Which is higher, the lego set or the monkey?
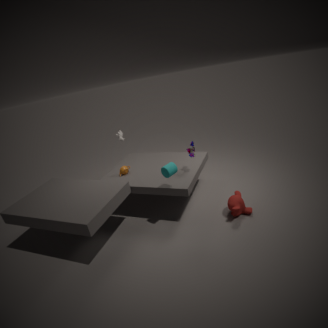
the lego set
